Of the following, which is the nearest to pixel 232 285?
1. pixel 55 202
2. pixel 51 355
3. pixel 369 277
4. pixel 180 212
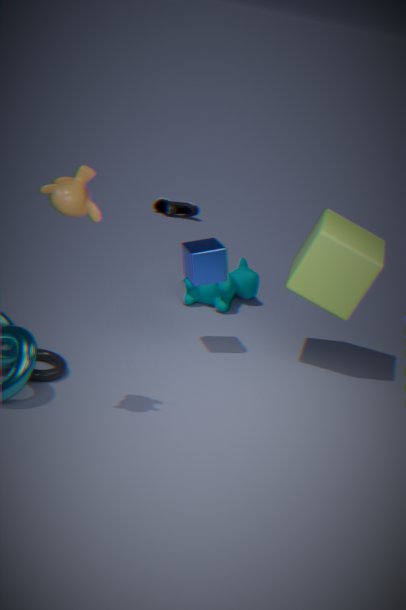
Result: pixel 369 277
